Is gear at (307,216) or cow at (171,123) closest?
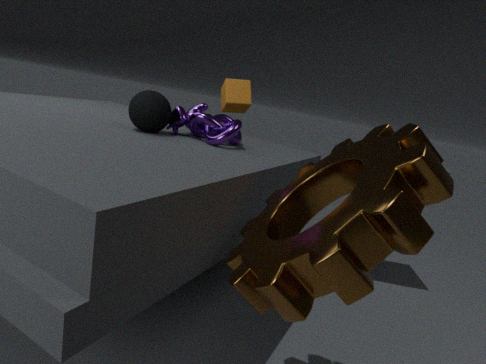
gear at (307,216)
